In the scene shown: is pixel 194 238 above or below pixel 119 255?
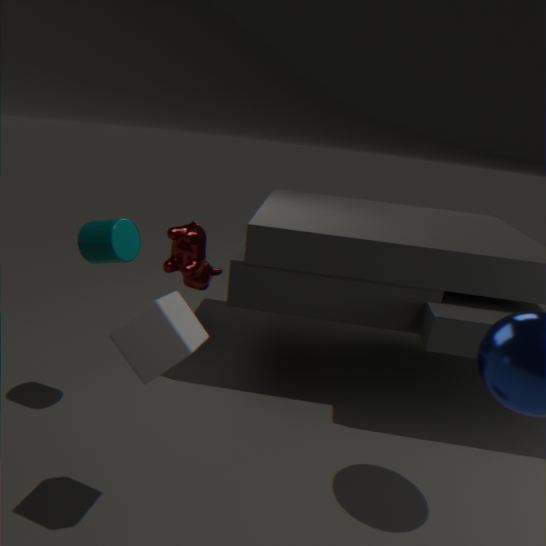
below
